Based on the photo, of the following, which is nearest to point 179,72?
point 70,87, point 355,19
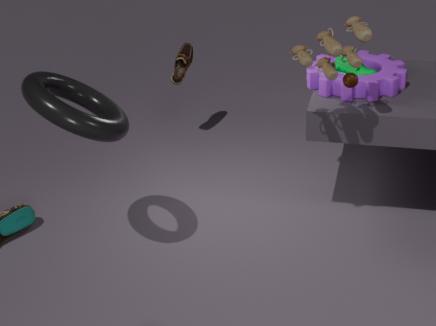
point 70,87
